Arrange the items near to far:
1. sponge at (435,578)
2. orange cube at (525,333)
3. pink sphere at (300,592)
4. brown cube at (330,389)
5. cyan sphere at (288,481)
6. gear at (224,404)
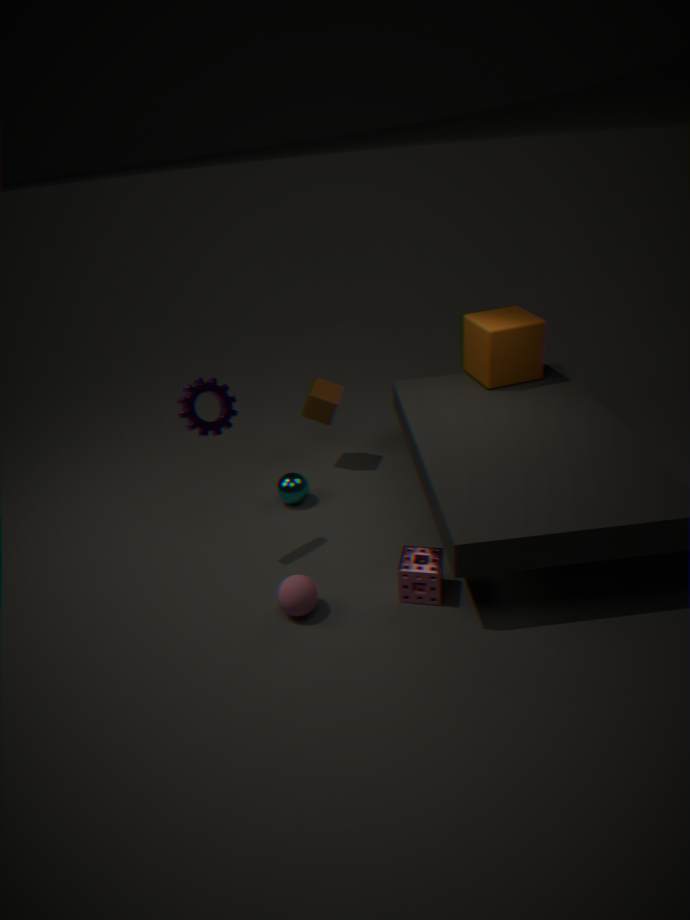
pink sphere at (300,592) < sponge at (435,578) < gear at (224,404) < cyan sphere at (288,481) < orange cube at (525,333) < brown cube at (330,389)
